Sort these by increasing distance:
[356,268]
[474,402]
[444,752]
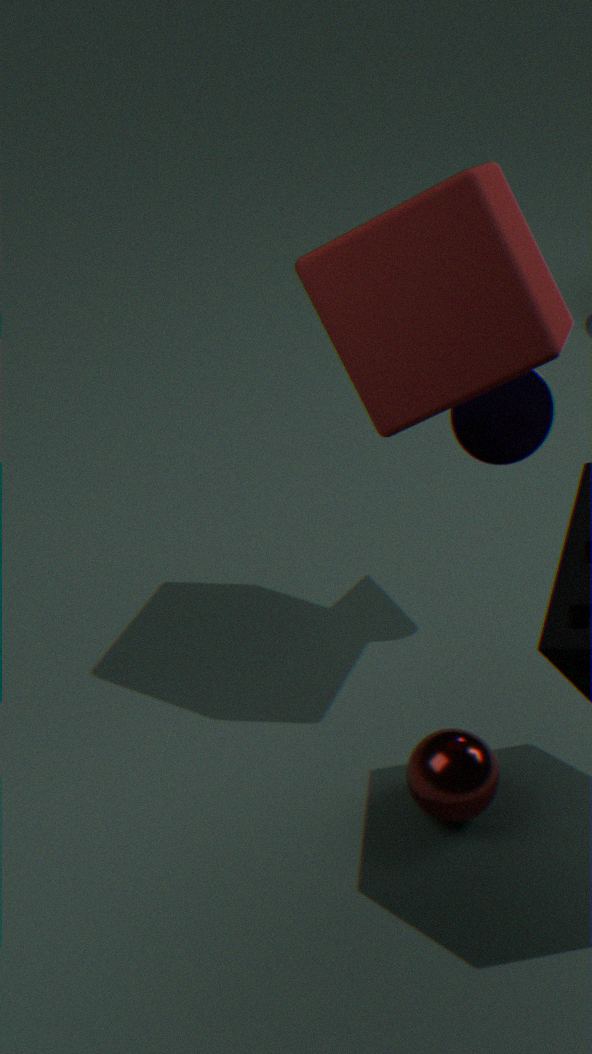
[356,268], [444,752], [474,402]
